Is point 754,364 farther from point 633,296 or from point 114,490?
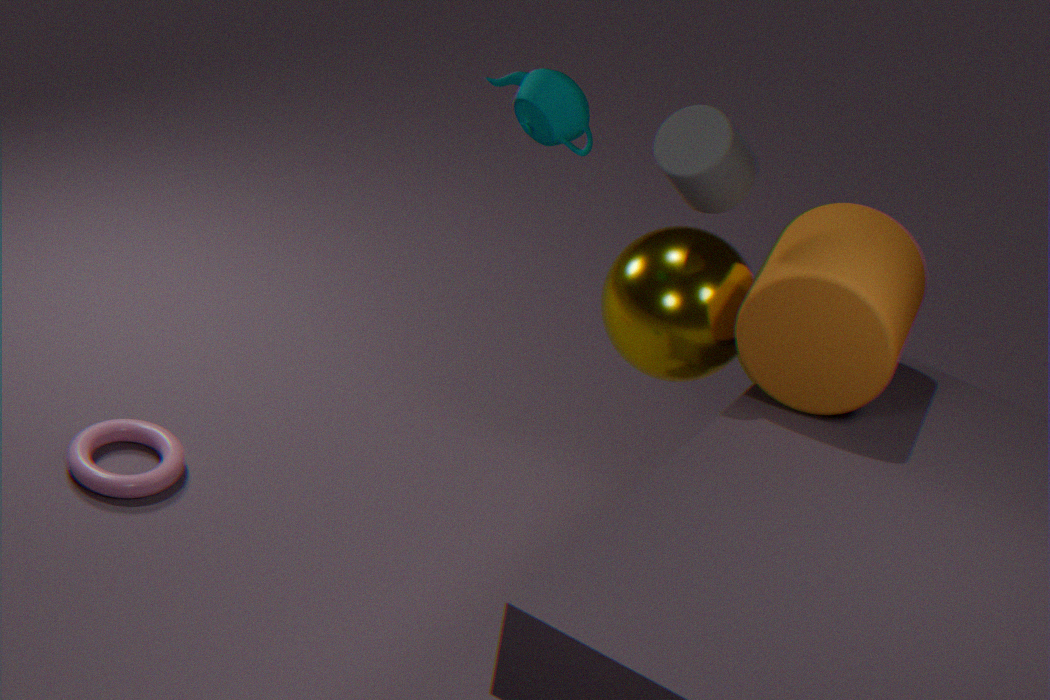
point 114,490
